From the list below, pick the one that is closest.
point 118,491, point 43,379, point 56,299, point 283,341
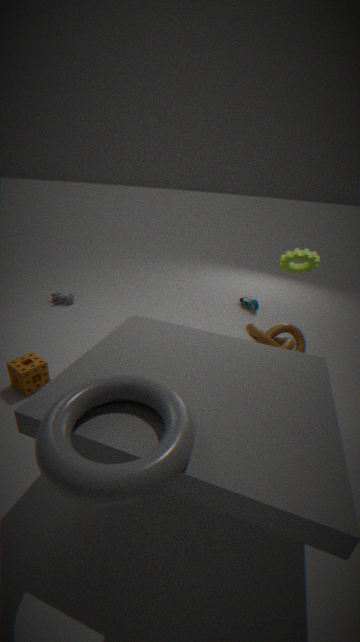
point 118,491
